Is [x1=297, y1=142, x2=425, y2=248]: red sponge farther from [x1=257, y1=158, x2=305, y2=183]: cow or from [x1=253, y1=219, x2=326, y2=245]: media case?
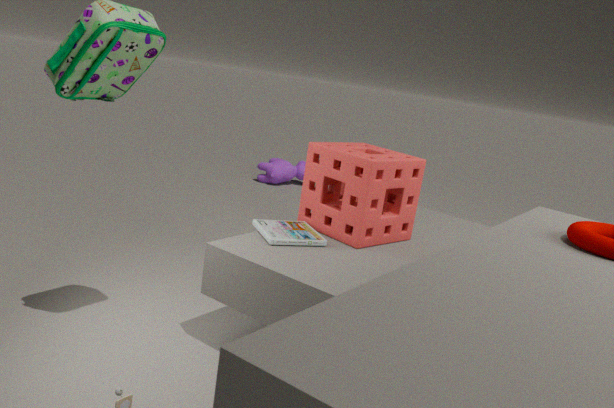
[x1=257, y1=158, x2=305, y2=183]: cow
